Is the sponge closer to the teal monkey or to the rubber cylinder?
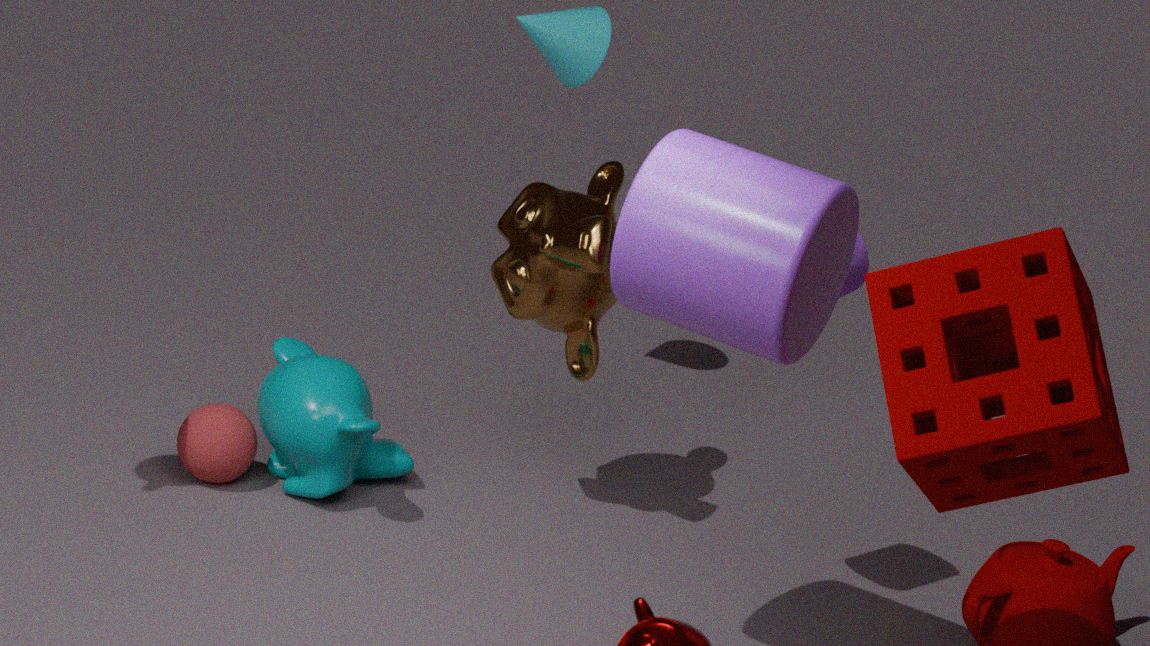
the rubber cylinder
